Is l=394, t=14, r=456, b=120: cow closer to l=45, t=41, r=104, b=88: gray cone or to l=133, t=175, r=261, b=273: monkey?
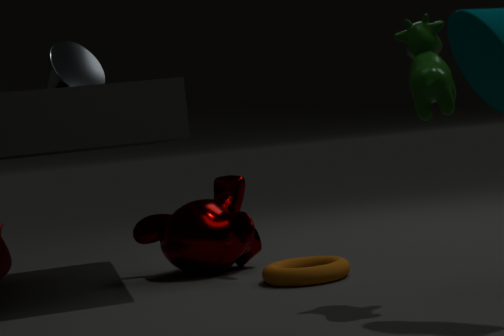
l=133, t=175, r=261, b=273: monkey
